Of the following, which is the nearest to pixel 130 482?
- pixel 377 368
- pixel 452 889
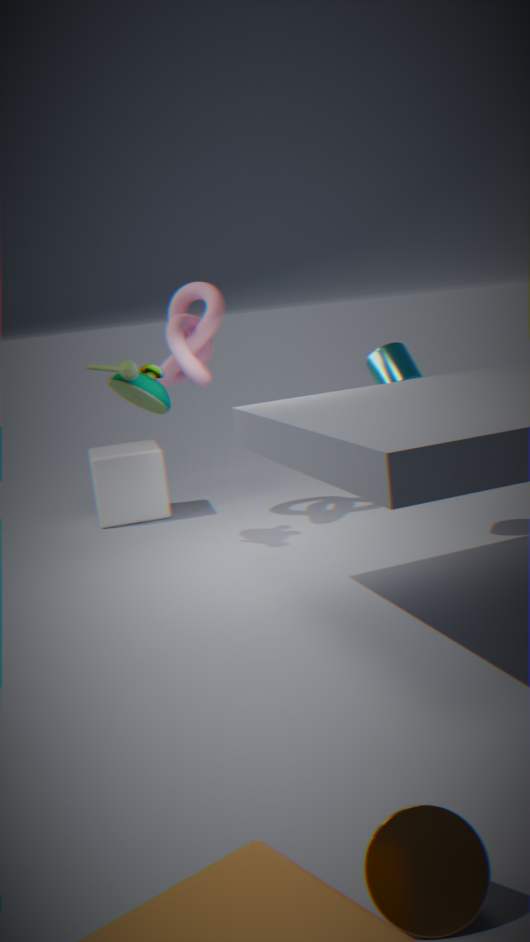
pixel 377 368
